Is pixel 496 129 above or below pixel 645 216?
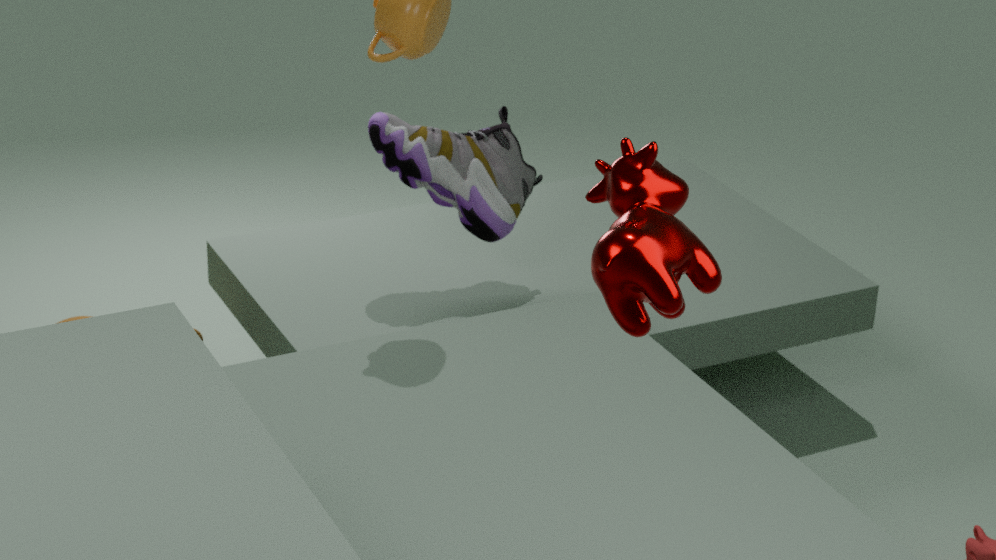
below
